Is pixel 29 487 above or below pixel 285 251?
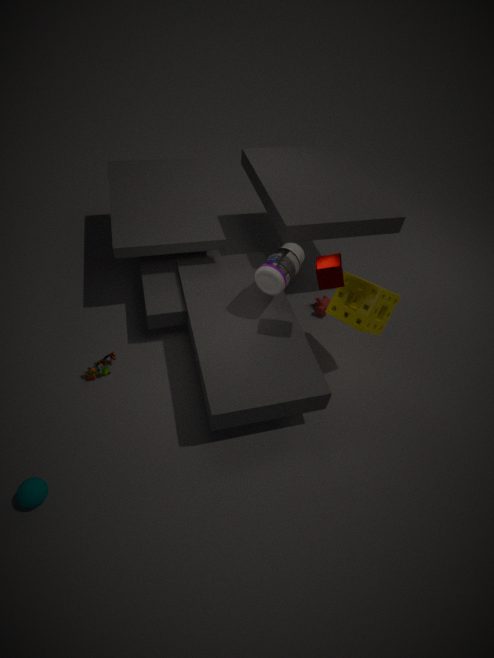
below
